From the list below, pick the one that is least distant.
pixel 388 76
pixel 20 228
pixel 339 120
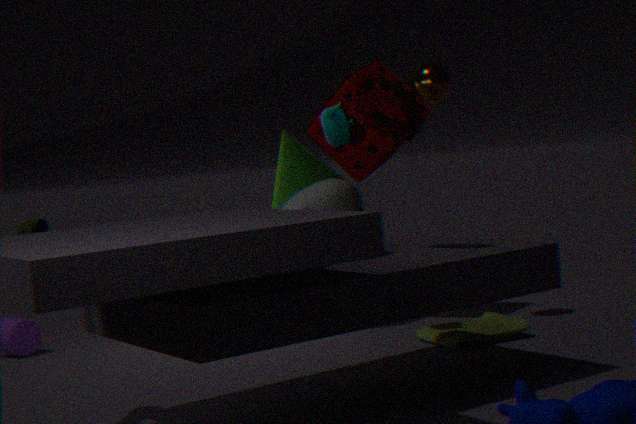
pixel 20 228
